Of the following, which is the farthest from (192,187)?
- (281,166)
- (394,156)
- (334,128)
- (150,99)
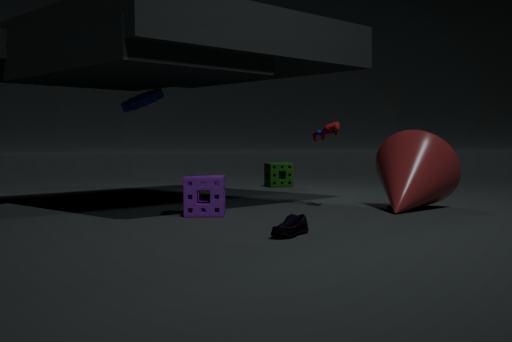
(281,166)
